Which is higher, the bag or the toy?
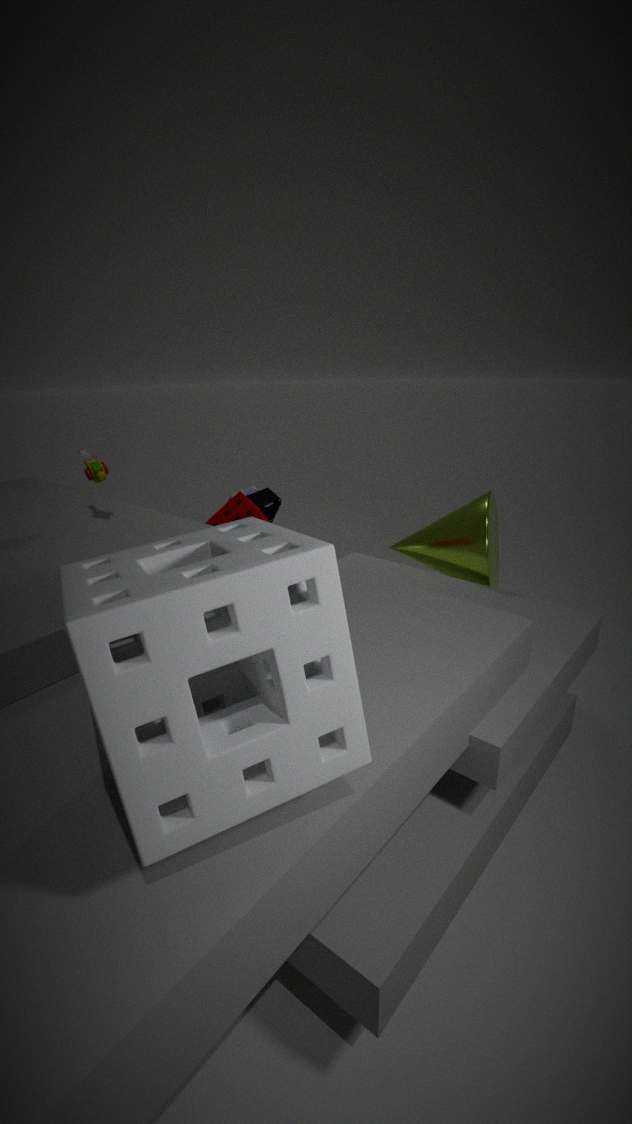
the toy
